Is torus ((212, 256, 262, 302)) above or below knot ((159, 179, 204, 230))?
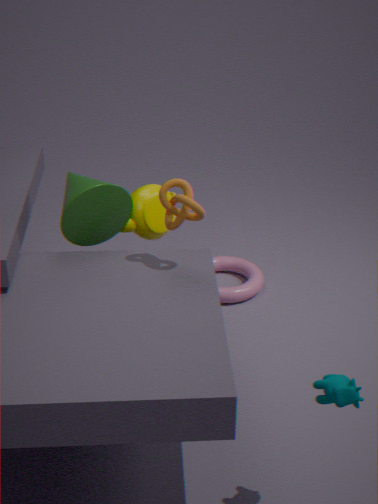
below
